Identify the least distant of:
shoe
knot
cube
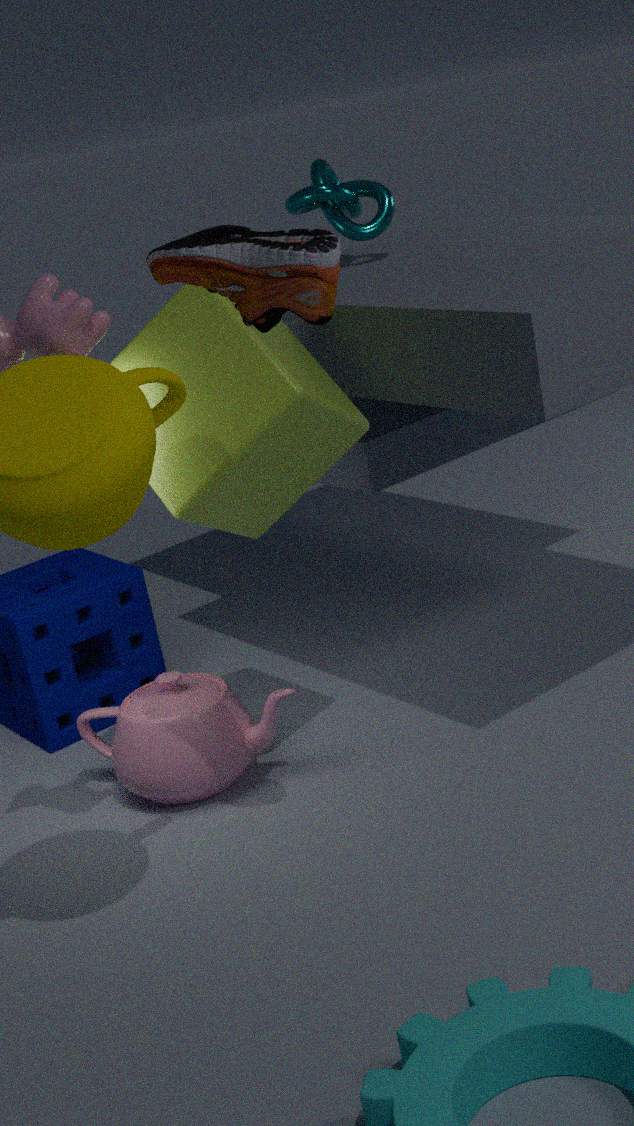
shoe
